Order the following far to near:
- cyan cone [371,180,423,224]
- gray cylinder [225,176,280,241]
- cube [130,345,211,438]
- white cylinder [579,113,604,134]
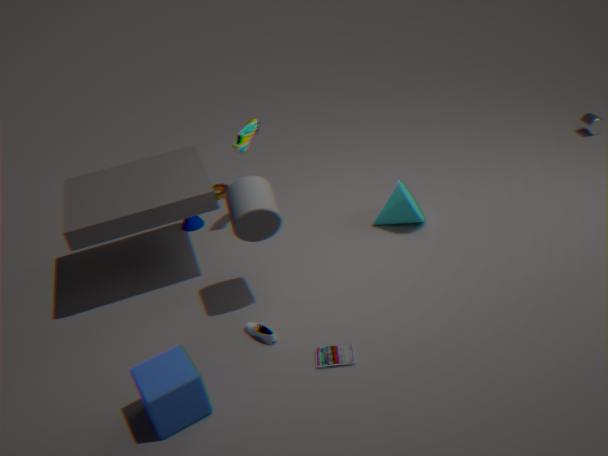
white cylinder [579,113,604,134], cyan cone [371,180,423,224], gray cylinder [225,176,280,241], cube [130,345,211,438]
